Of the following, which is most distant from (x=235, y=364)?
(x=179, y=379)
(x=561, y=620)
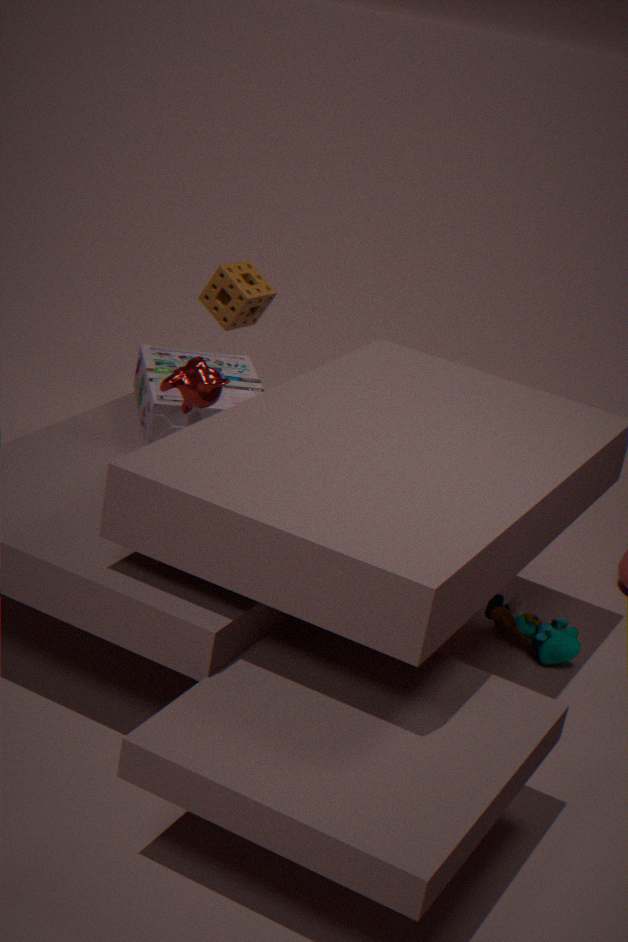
(x=561, y=620)
